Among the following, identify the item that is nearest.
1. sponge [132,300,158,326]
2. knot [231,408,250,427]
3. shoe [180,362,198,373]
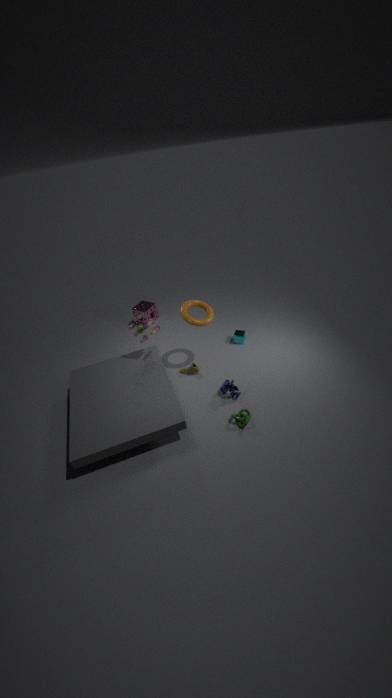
knot [231,408,250,427]
